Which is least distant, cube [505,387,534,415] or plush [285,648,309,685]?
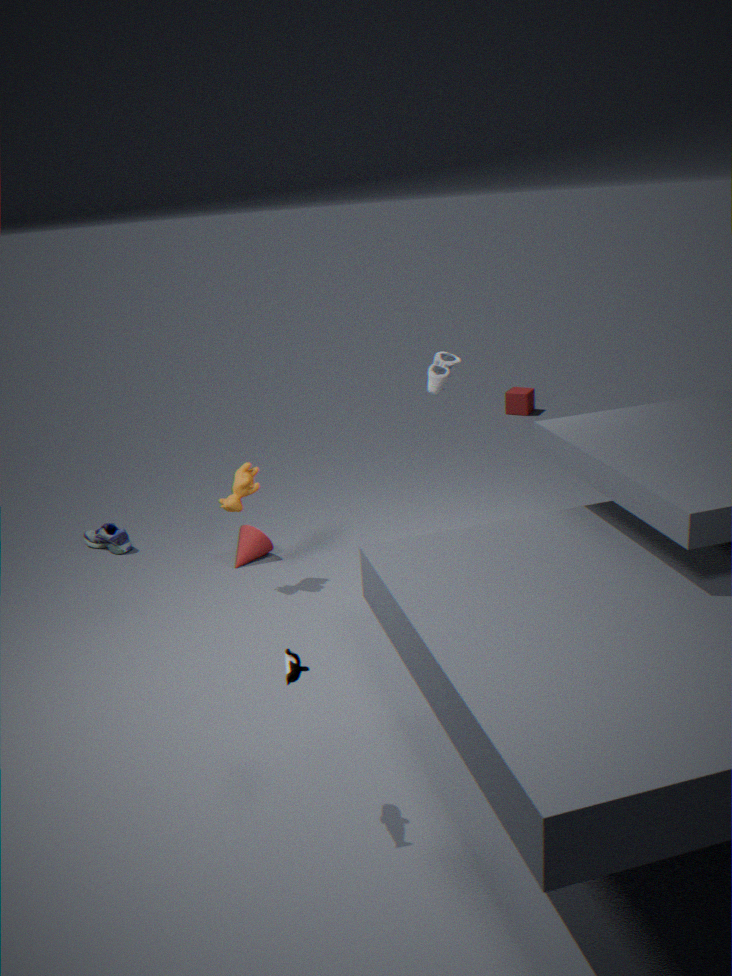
plush [285,648,309,685]
